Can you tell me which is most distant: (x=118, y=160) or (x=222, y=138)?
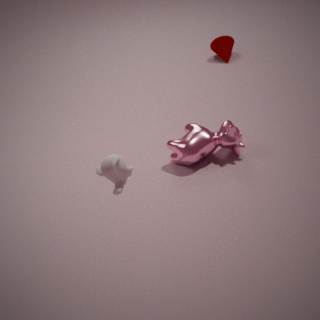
(x=222, y=138)
